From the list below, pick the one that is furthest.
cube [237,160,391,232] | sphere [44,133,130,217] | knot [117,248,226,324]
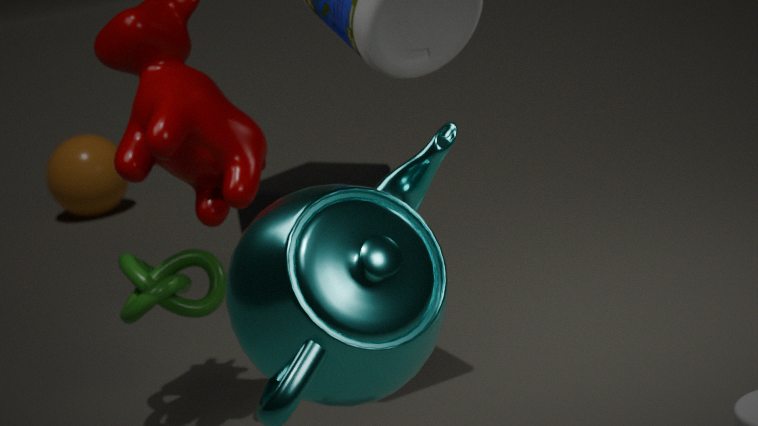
sphere [44,133,130,217]
